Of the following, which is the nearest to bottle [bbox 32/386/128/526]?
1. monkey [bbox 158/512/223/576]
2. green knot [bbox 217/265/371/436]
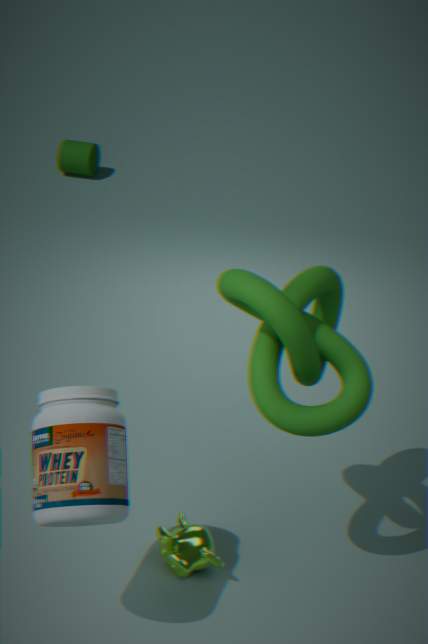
monkey [bbox 158/512/223/576]
